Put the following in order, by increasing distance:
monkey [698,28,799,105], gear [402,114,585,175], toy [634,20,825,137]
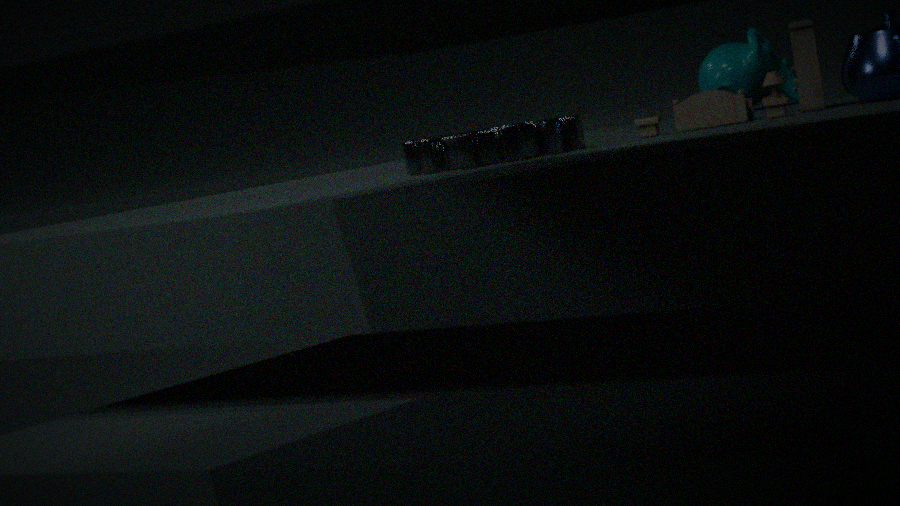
gear [402,114,585,175], toy [634,20,825,137], monkey [698,28,799,105]
